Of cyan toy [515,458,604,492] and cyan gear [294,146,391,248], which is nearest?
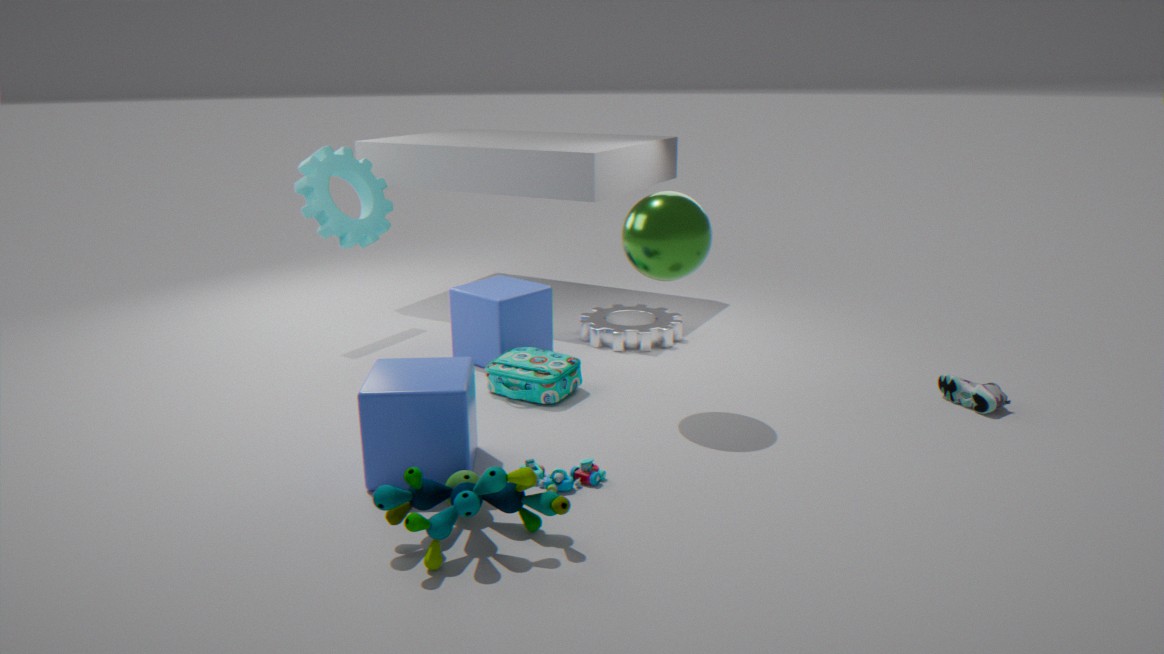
cyan toy [515,458,604,492]
